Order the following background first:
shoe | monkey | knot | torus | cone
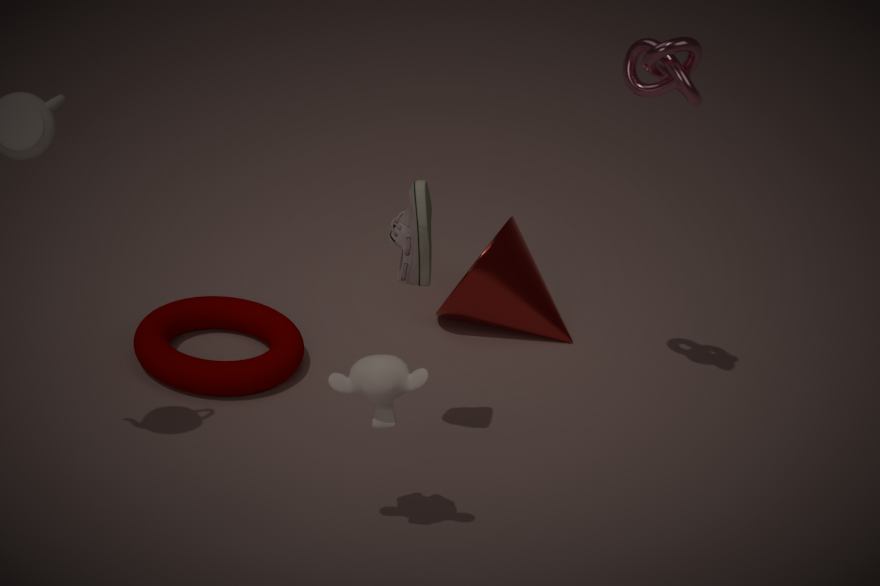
1. cone
2. torus
3. knot
4. shoe
5. monkey
